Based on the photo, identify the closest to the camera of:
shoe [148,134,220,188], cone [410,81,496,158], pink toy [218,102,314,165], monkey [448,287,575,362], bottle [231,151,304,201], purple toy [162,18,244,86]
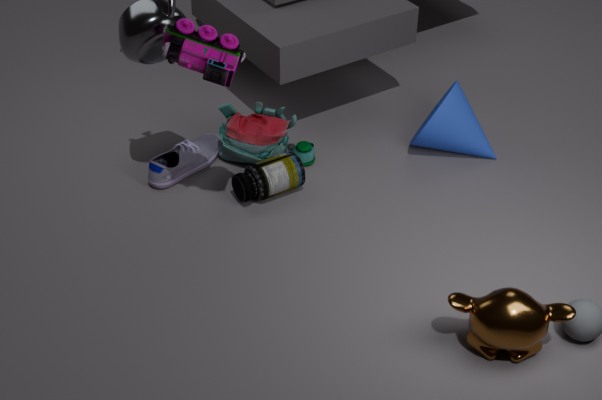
monkey [448,287,575,362]
